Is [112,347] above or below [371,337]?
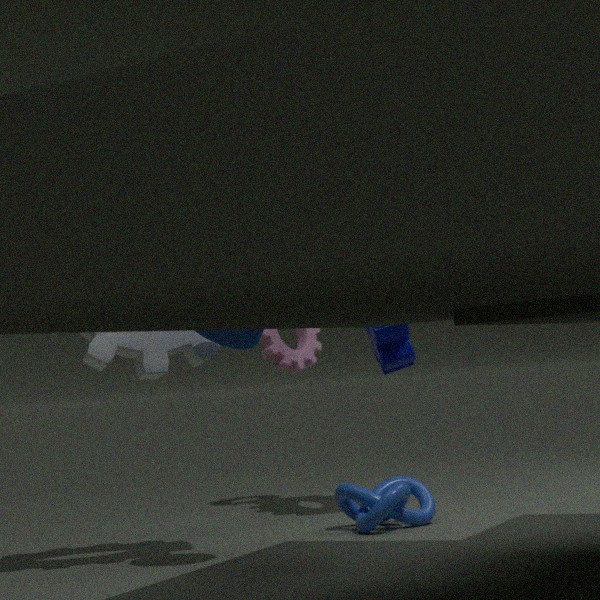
above
